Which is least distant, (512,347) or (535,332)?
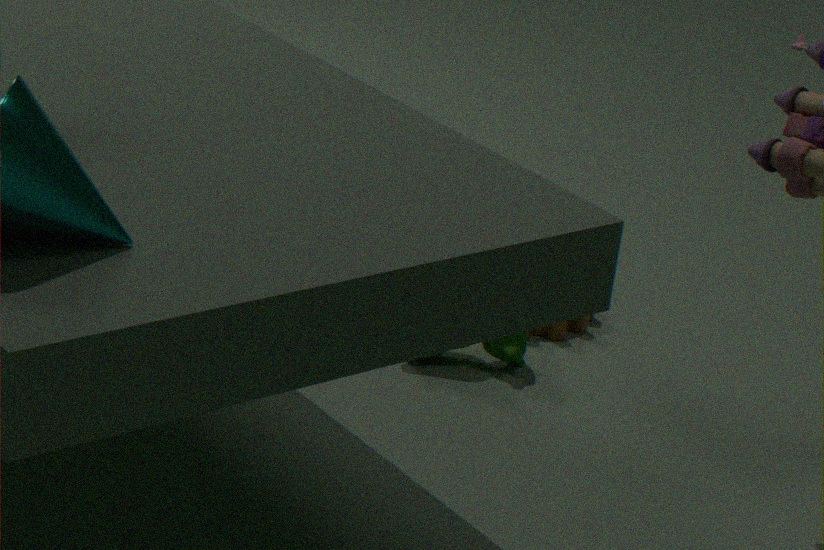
(512,347)
